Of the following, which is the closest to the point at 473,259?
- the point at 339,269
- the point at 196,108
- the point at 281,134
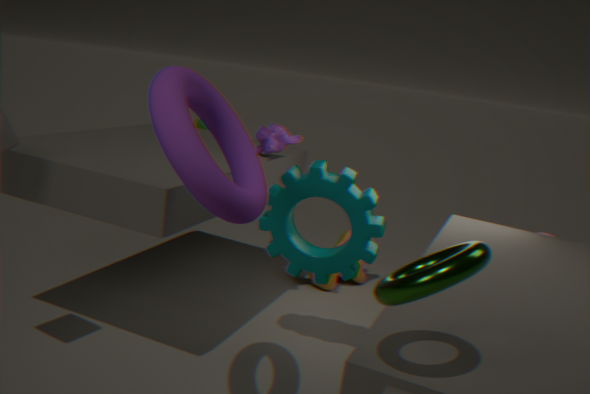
the point at 196,108
